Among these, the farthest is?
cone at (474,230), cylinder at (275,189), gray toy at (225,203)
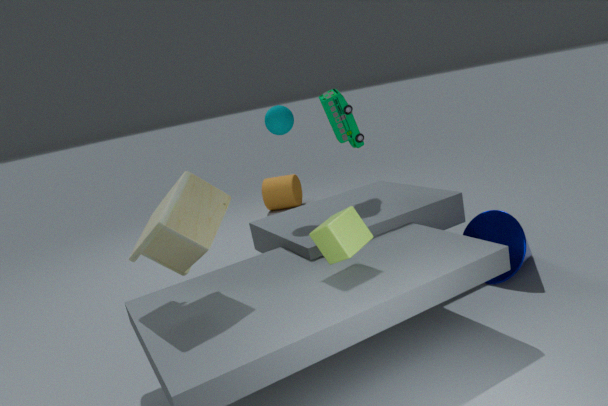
cylinder at (275,189)
